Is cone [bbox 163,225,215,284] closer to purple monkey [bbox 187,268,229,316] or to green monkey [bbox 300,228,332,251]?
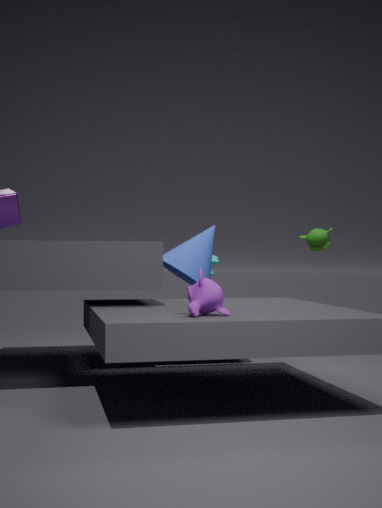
green monkey [bbox 300,228,332,251]
